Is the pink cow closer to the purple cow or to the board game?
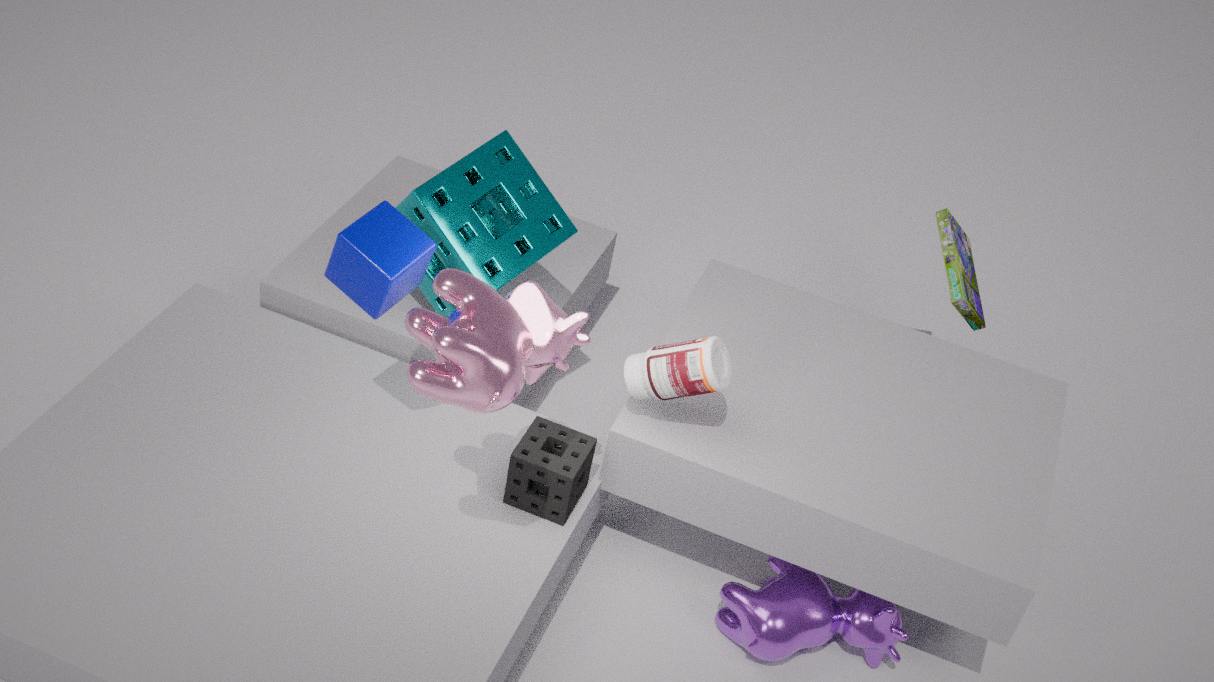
the purple cow
